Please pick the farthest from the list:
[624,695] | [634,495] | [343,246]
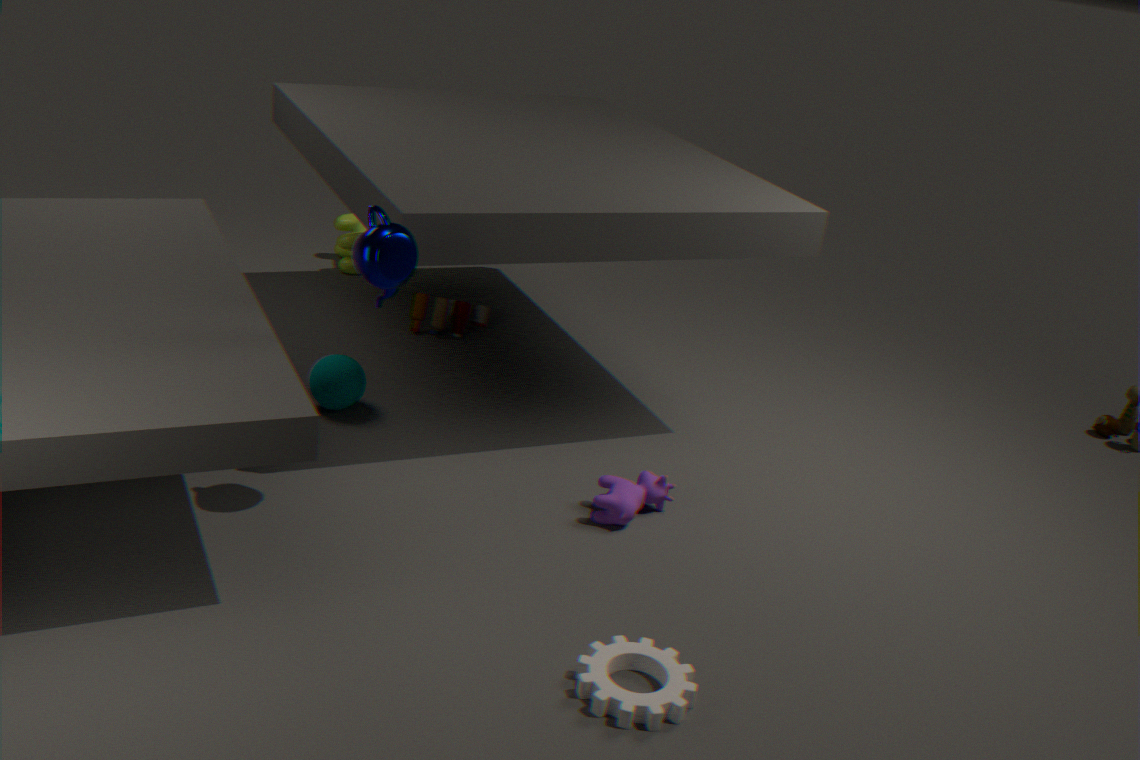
[343,246]
